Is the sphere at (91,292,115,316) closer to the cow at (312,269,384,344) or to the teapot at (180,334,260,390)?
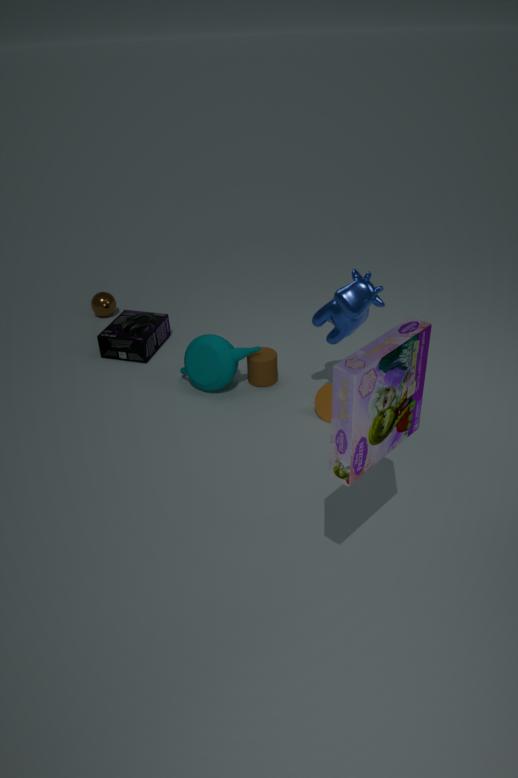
the teapot at (180,334,260,390)
